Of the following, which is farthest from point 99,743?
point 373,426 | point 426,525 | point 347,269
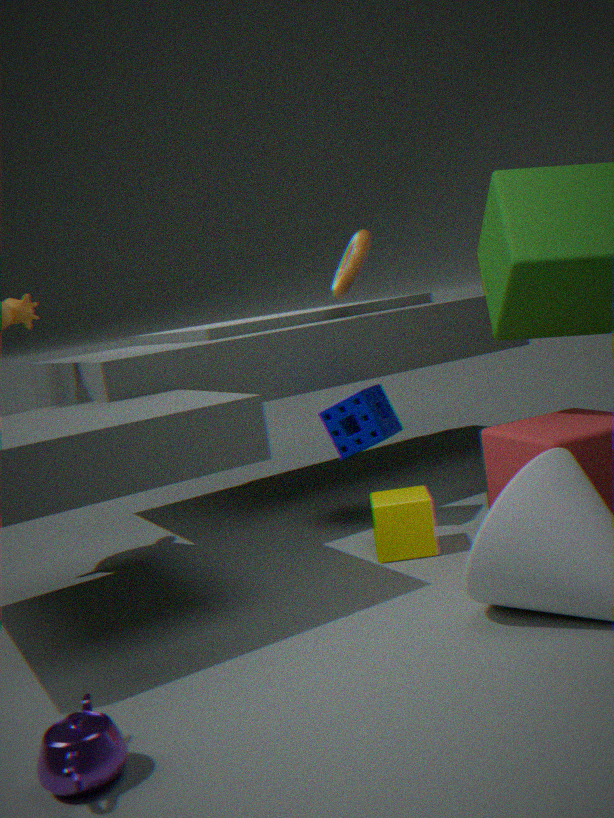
point 347,269
